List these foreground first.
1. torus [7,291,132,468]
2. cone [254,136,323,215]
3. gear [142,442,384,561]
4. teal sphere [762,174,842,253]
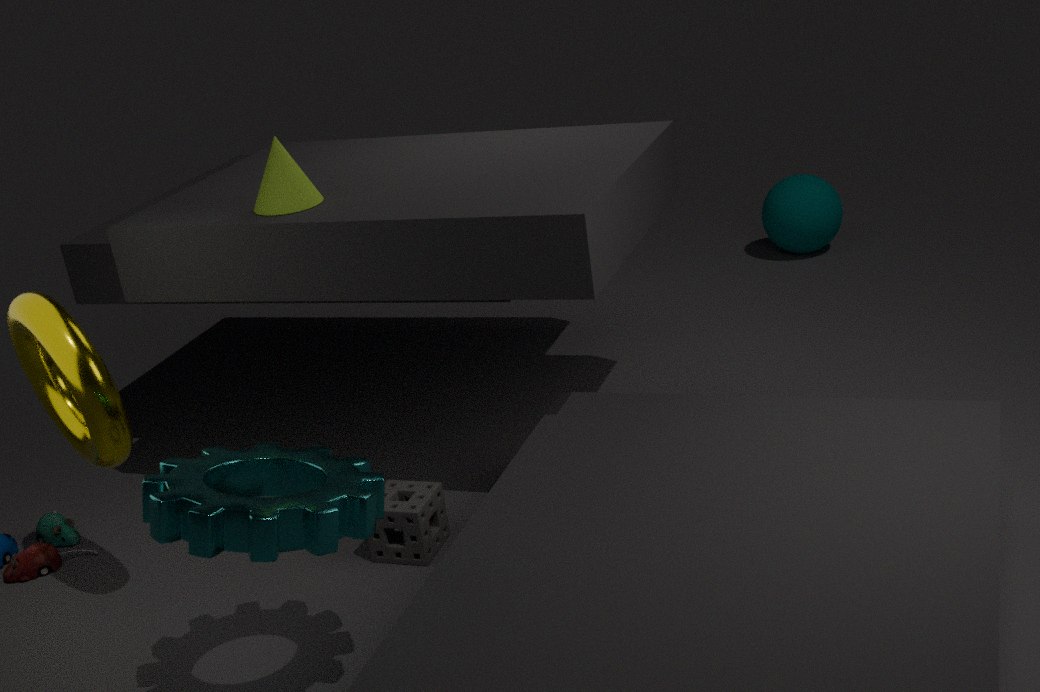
1. gear [142,442,384,561]
2. torus [7,291,132,468]
3. cone [254,136,323,215]
4. teal sphere [762,174,842,253]
